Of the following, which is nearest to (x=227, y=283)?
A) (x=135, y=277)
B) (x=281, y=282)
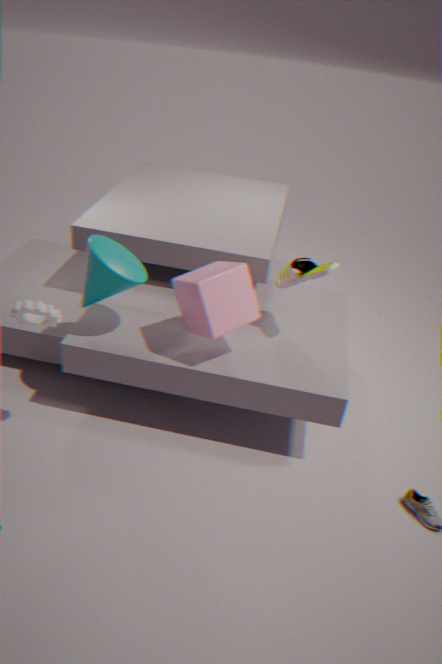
(x=281, y=282)
